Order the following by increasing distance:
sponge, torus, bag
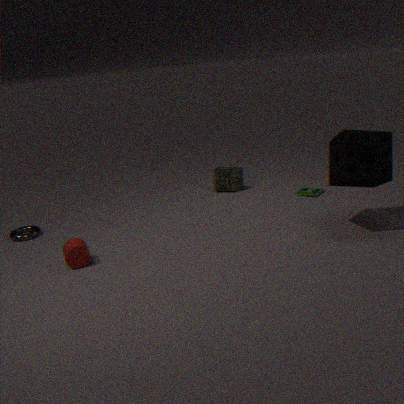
1. sponge
2. torus
3. bag
